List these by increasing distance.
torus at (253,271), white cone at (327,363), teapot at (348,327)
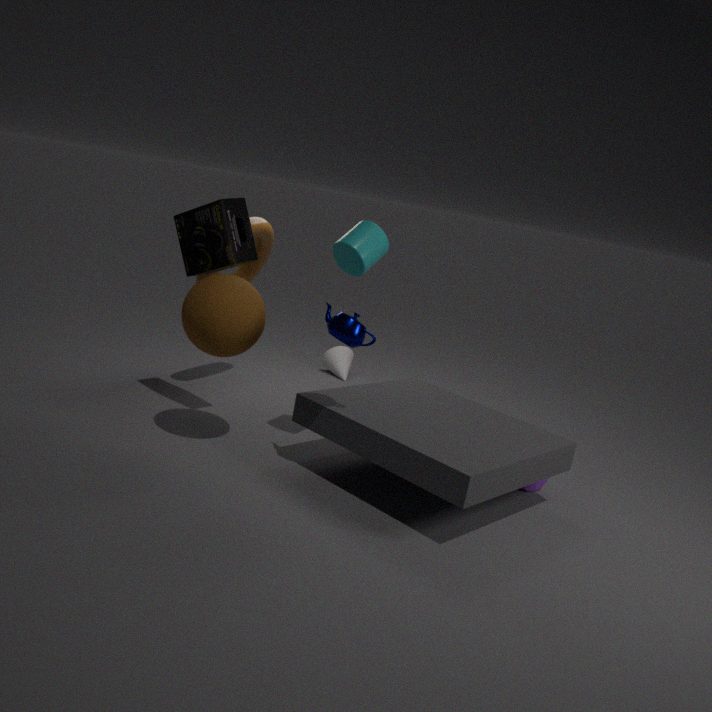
teapot at (348,327)
torus at (253,271)
white cone at (327,363)
